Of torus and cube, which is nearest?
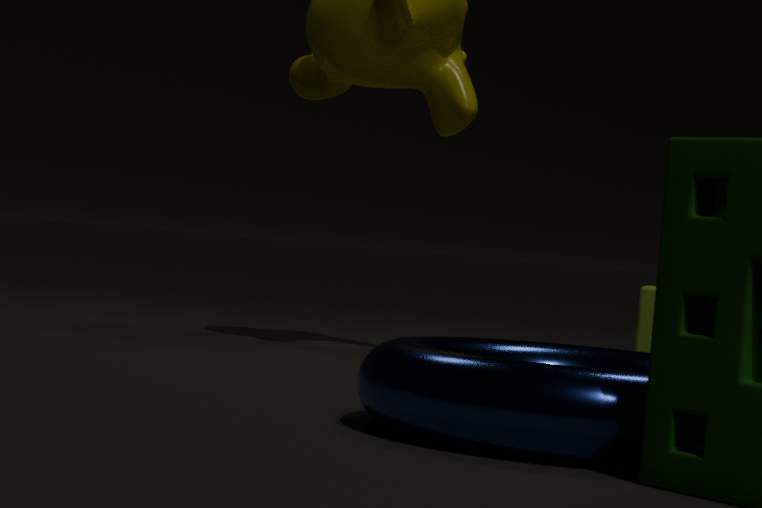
torus
